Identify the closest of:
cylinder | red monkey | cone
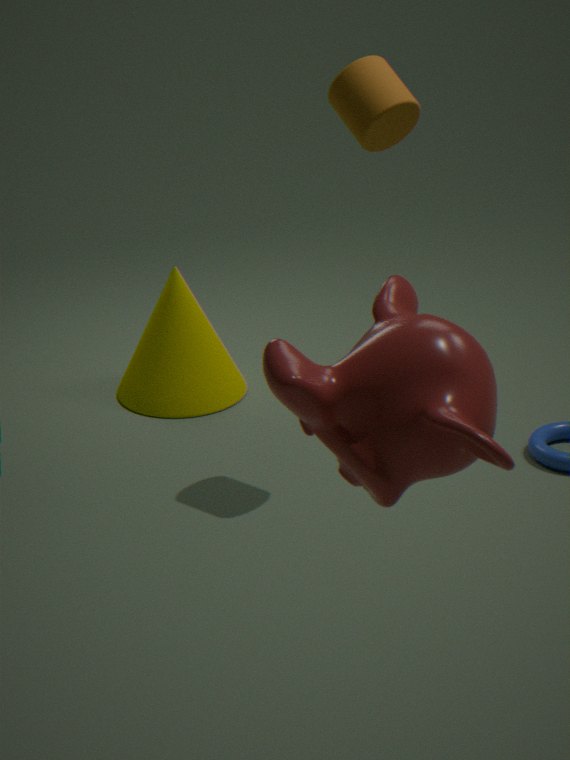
red monkey
